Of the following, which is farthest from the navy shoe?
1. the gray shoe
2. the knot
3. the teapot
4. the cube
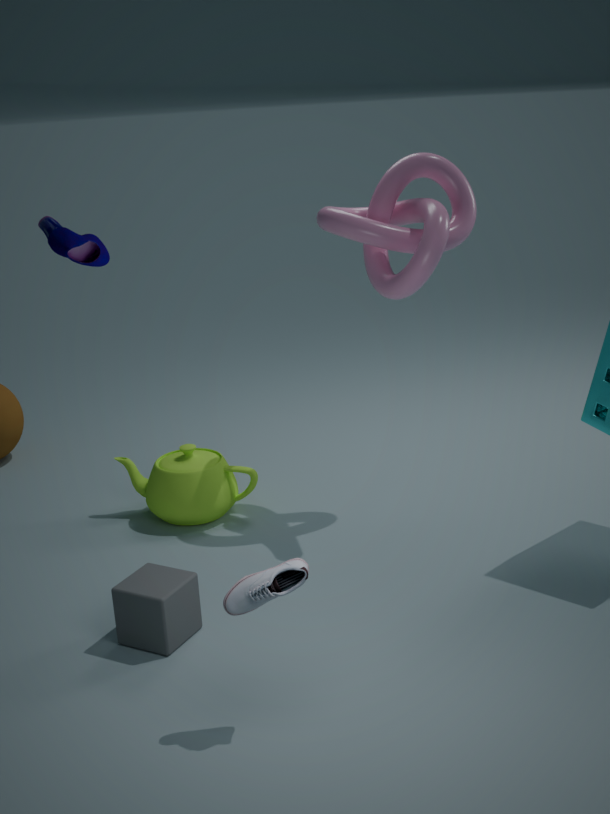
the teapot
